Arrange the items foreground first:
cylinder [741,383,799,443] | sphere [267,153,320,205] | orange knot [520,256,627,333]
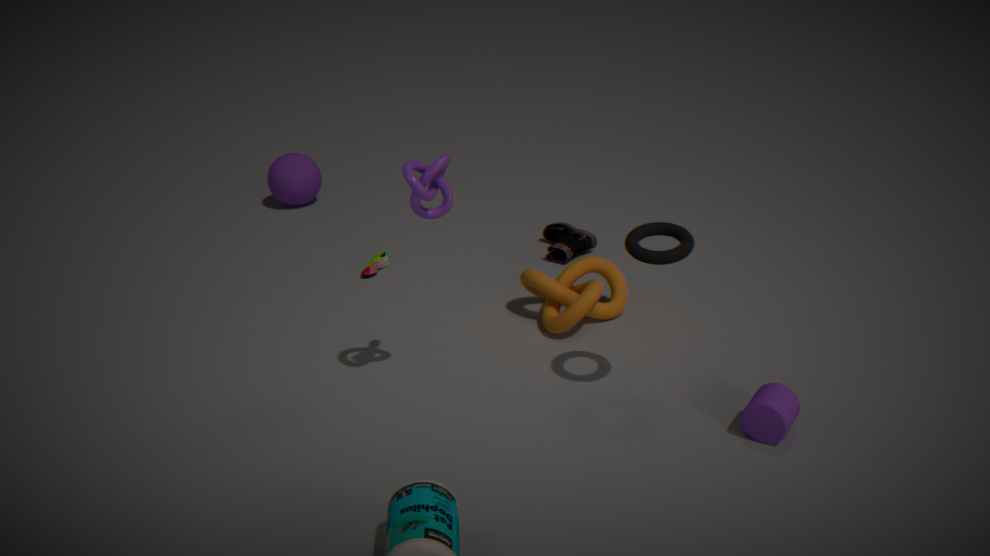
cylinder [741,383,799,443], orange knot [520,256,627,333], sphere [267,153,320,205]
